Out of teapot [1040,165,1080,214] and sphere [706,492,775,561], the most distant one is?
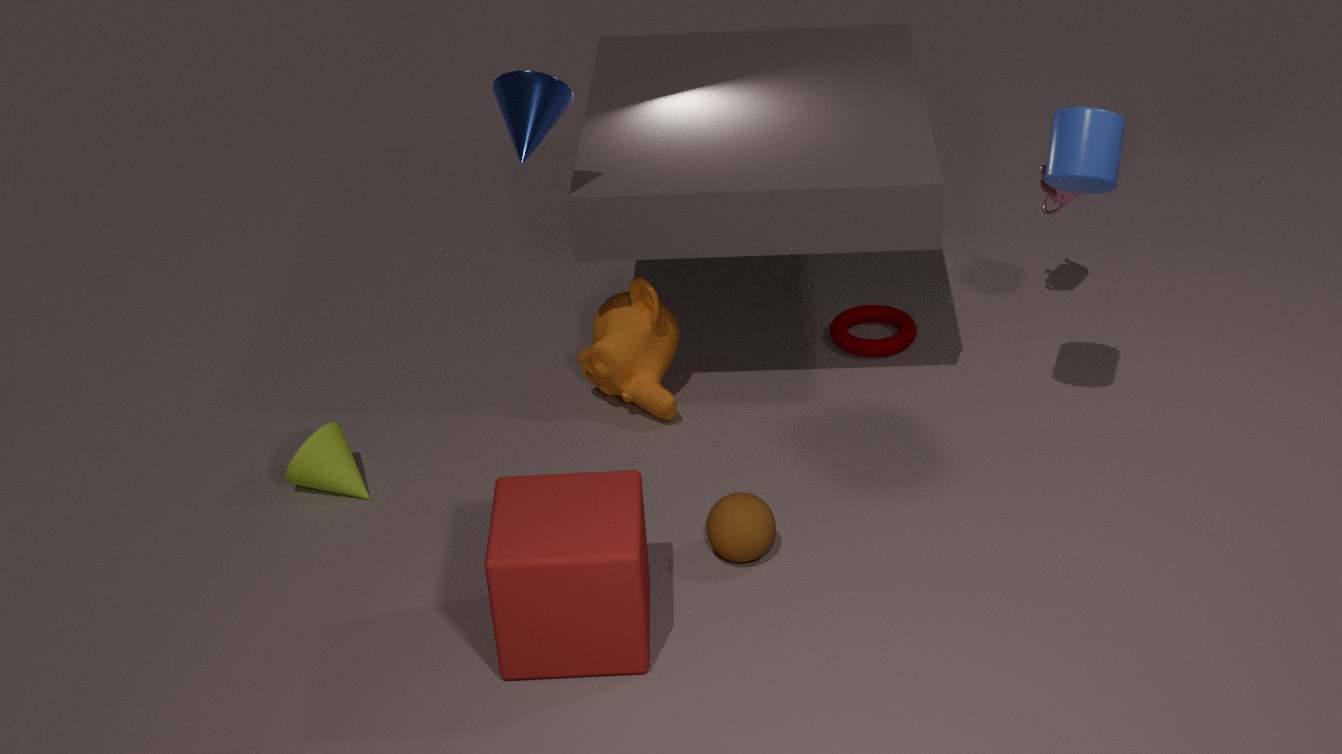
teapot [1040,165,1080,214]
